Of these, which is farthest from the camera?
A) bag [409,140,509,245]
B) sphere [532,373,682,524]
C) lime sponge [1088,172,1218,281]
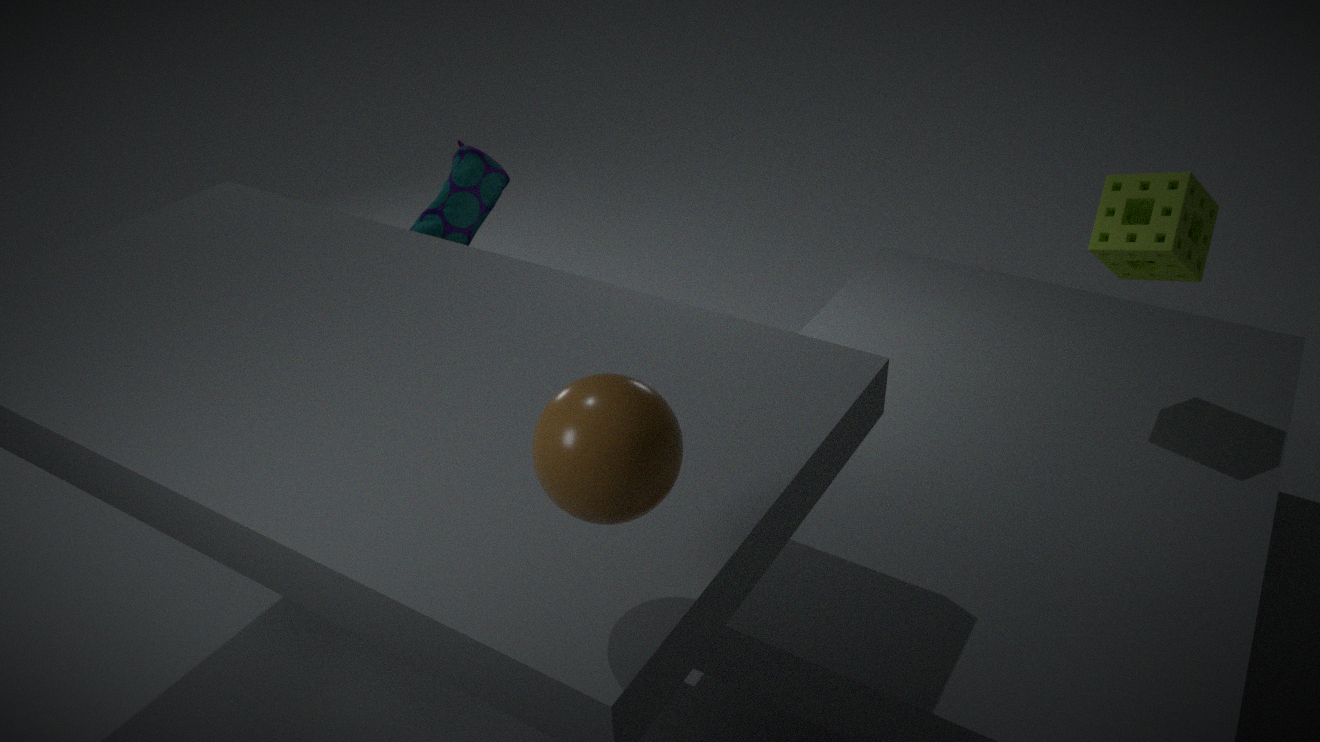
bag [409,140,509,245]
